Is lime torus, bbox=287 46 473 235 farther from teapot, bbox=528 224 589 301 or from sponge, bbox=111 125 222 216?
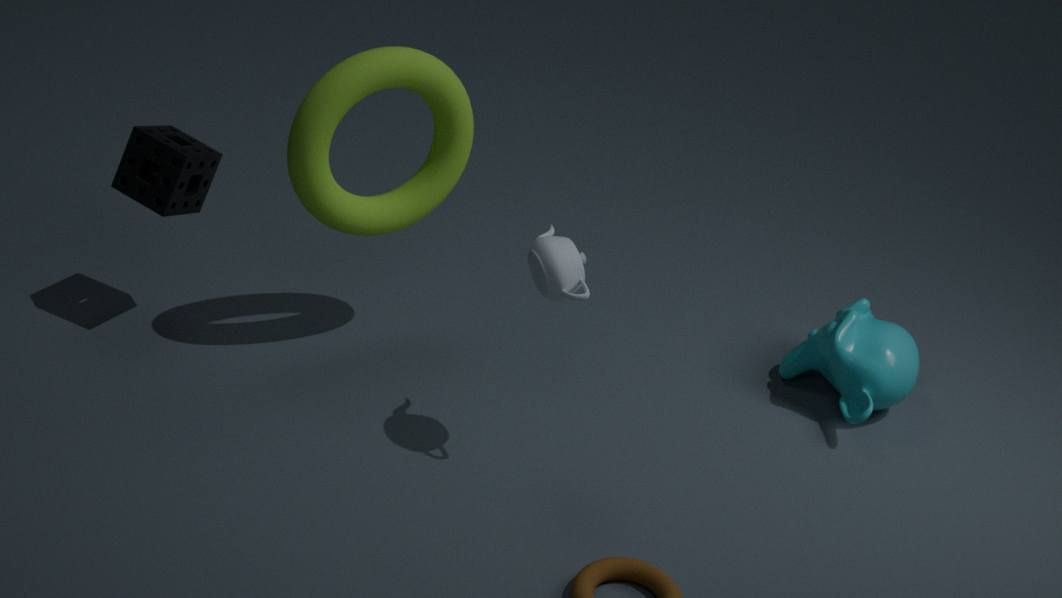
teapot, bbox=528 224 589 301
